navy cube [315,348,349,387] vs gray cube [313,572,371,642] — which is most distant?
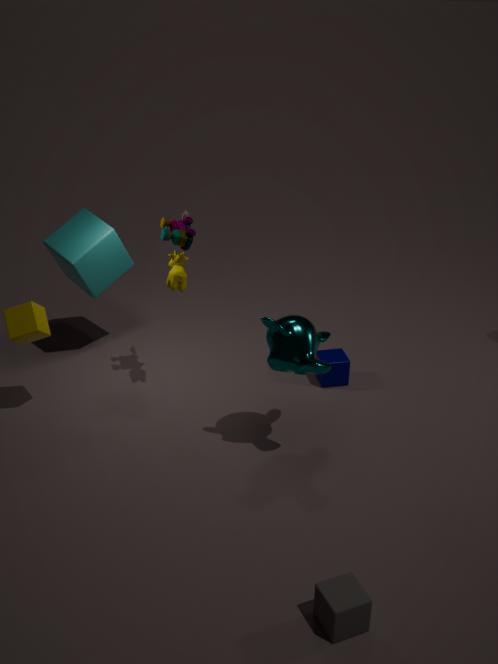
navy cube [315,348,349,387]
